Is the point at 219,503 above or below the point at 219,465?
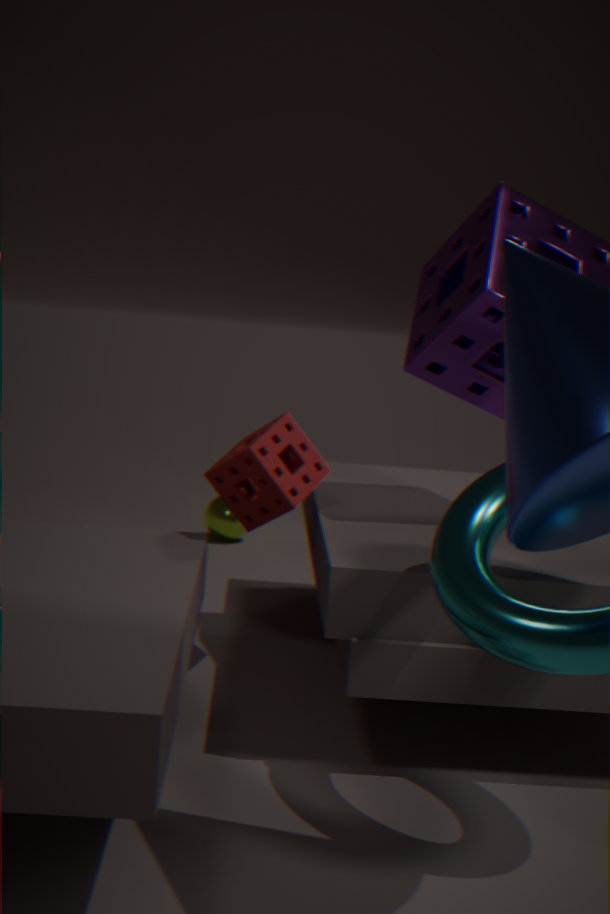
below
